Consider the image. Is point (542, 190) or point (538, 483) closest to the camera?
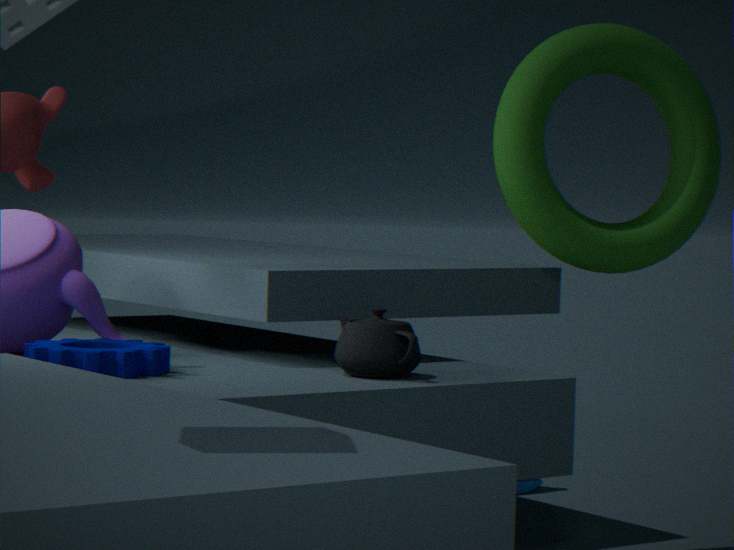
point (542, 190)
